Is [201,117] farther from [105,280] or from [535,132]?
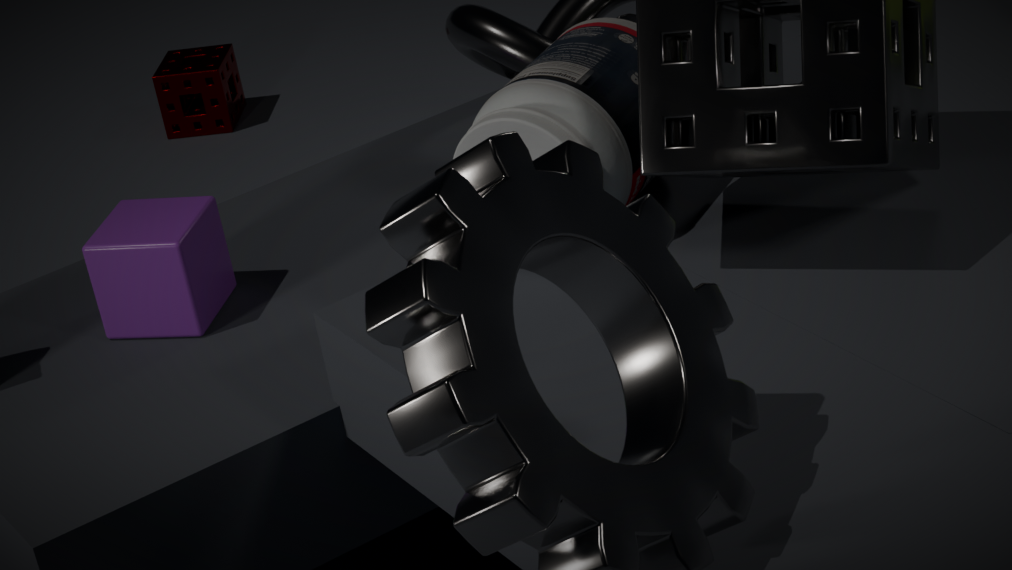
[535,132]
